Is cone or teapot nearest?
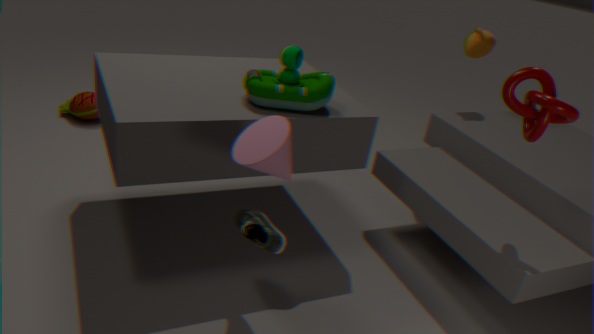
cone
